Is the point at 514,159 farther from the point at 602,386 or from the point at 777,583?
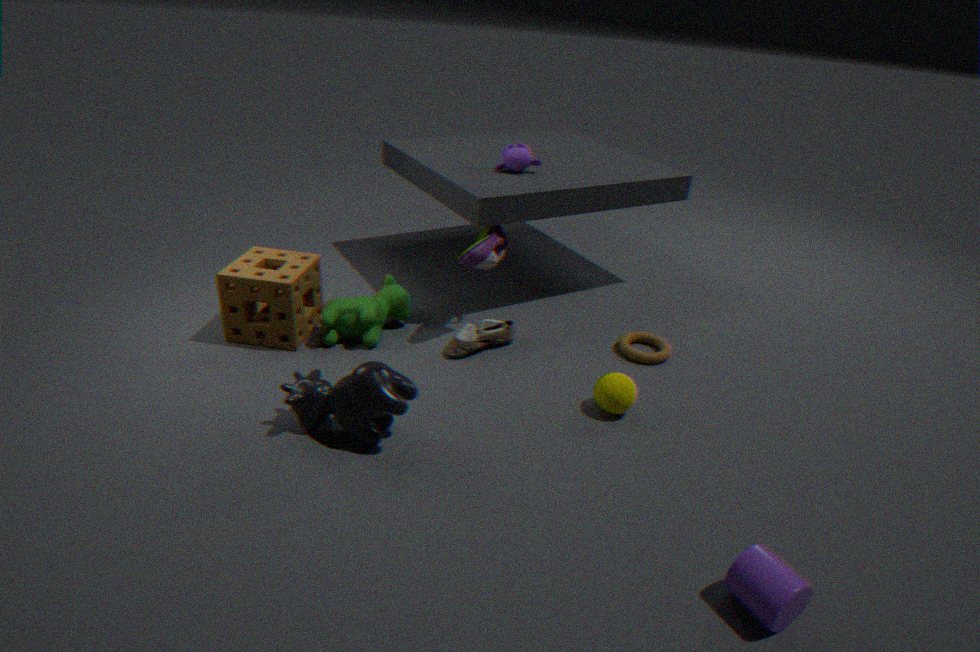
the point at 777,583
